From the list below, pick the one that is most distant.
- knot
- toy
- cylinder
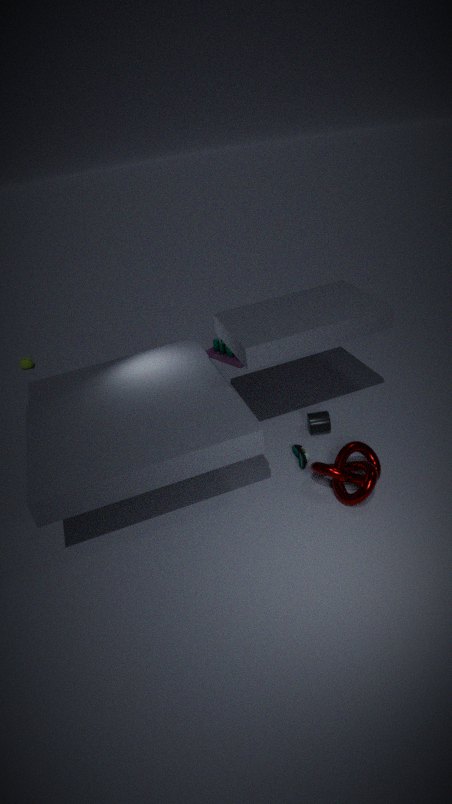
toy
